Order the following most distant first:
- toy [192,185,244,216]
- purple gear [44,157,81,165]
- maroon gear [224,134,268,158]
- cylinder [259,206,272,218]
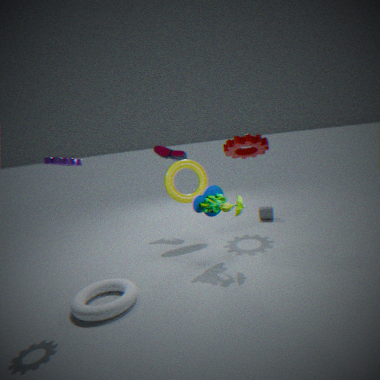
cylinder [259,206,272,218], maroon gear [224,134,268,158], toy [192,185,244,216], purple gear [44,157,81,165]
